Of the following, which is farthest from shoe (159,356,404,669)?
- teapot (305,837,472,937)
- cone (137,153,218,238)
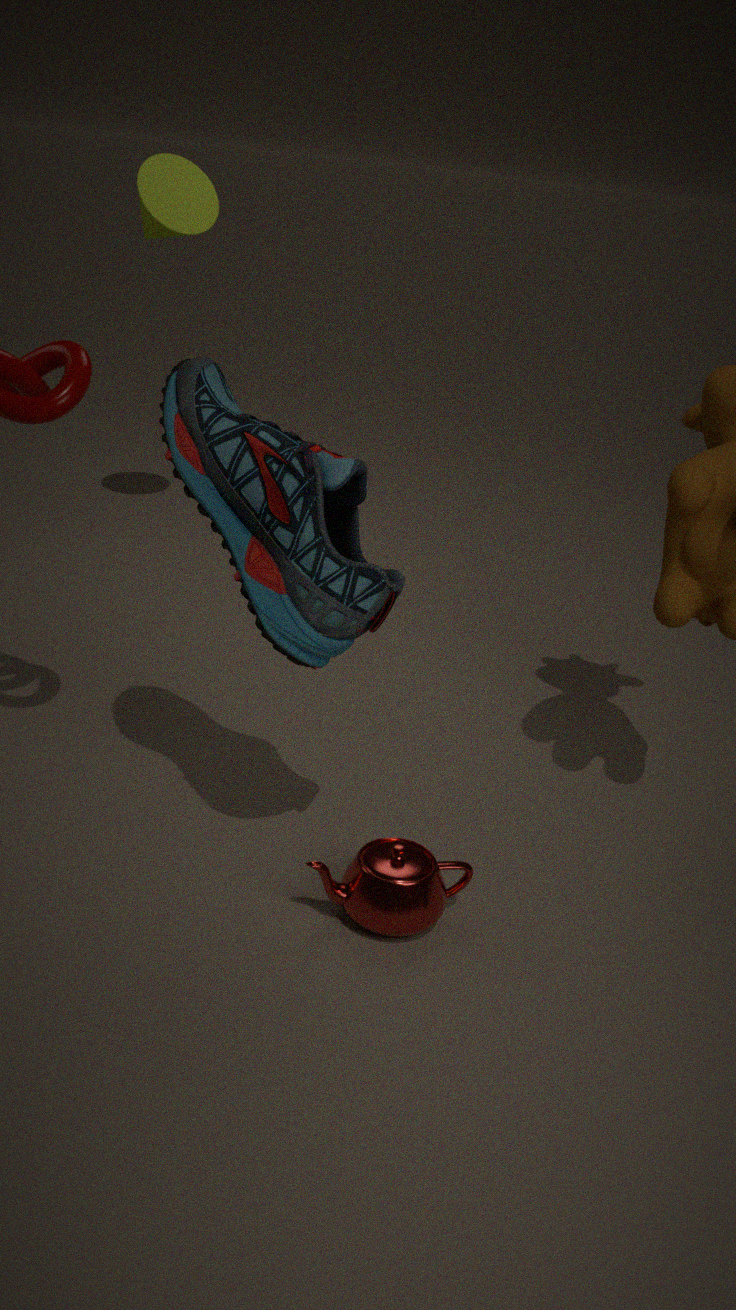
cone (137,153,218,238)
